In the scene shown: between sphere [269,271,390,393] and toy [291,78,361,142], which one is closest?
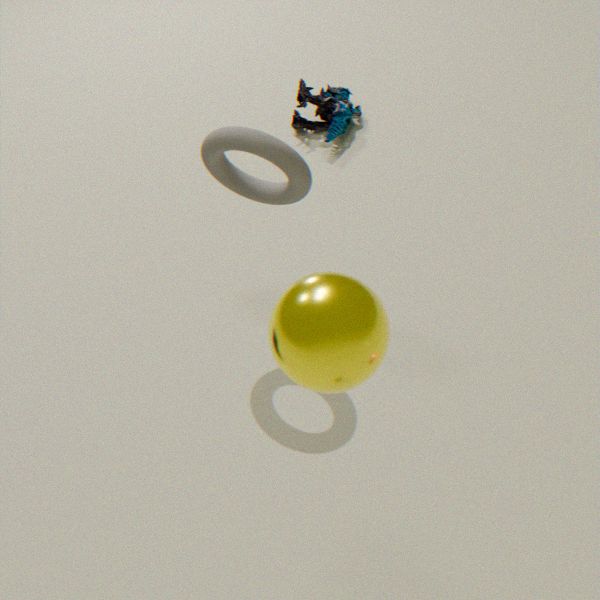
sphere [269,271,390,393]
